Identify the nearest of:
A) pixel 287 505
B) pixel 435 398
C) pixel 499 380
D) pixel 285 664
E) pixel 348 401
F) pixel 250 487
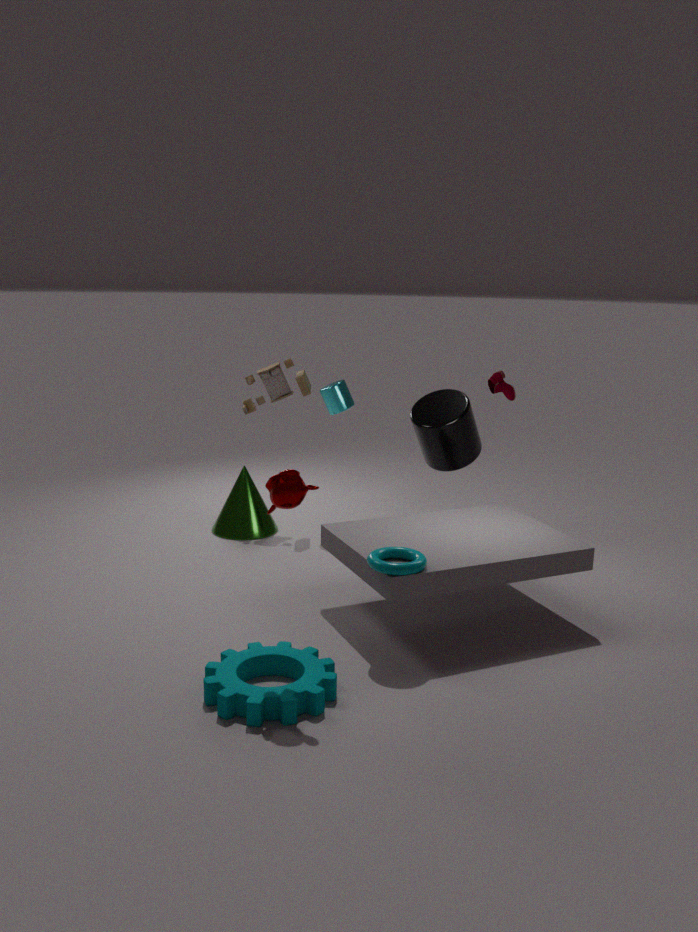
pixel 287 505
